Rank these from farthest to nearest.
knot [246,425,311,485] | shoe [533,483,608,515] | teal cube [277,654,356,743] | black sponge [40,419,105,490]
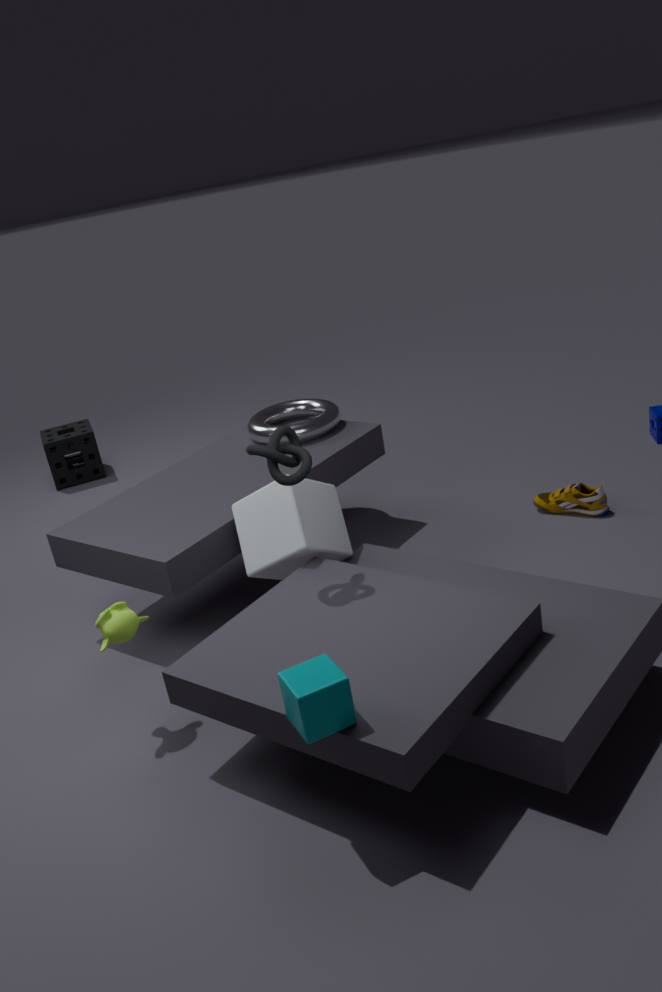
black sponge [40,419,105,490] < shoe [533,483,608,515] < knot [246,425,311,485] < teal cube [277,654,356,743]
